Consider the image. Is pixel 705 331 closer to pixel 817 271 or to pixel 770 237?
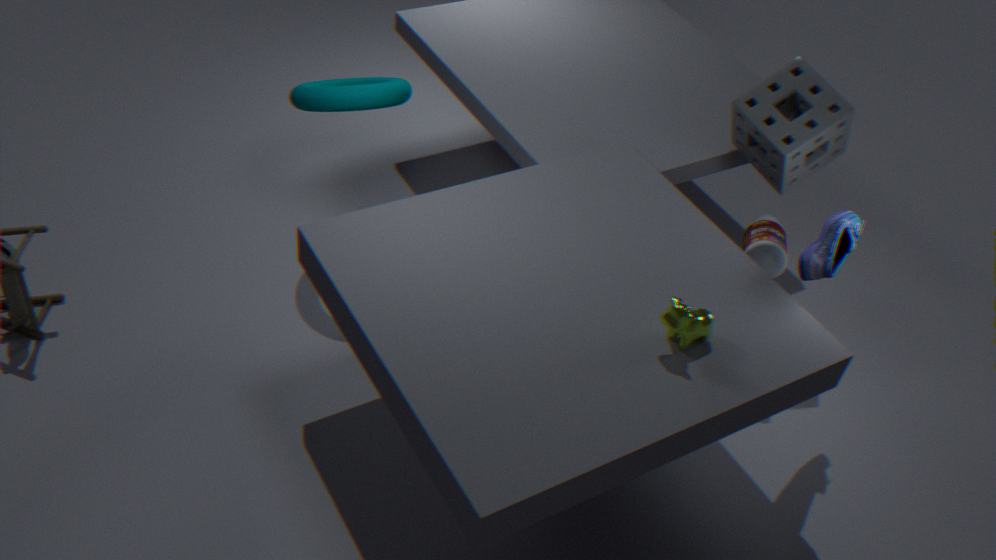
pixel 817 271
